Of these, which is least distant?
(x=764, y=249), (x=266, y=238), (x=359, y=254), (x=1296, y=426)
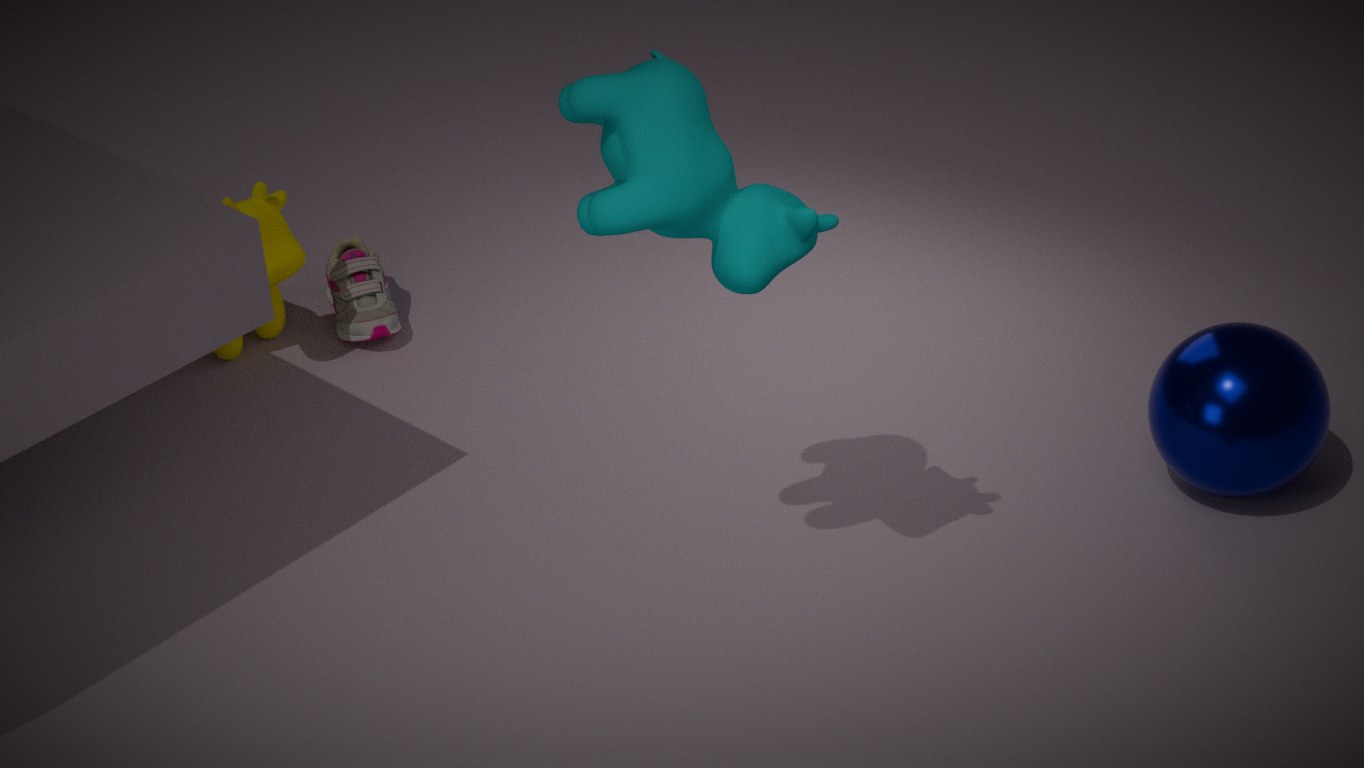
(x=764, y=249)
